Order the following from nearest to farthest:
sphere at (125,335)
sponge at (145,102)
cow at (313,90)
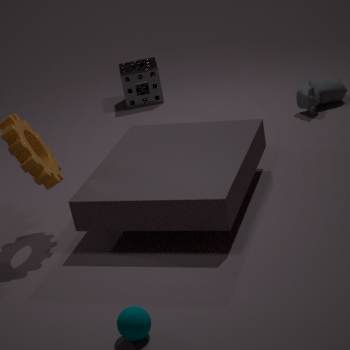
sphere at (125,335) < cow at (313,90) < sponge at (145,102)
